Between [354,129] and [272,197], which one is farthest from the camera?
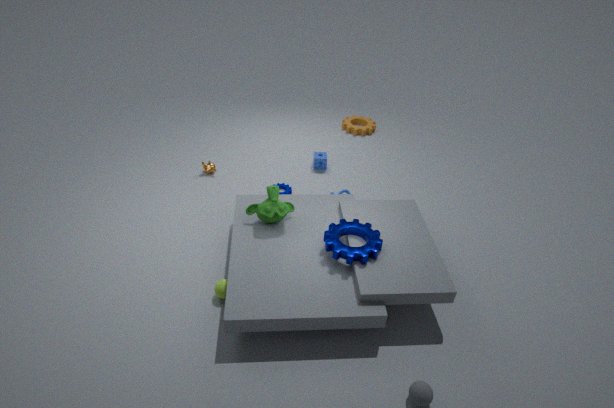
[354,129]
